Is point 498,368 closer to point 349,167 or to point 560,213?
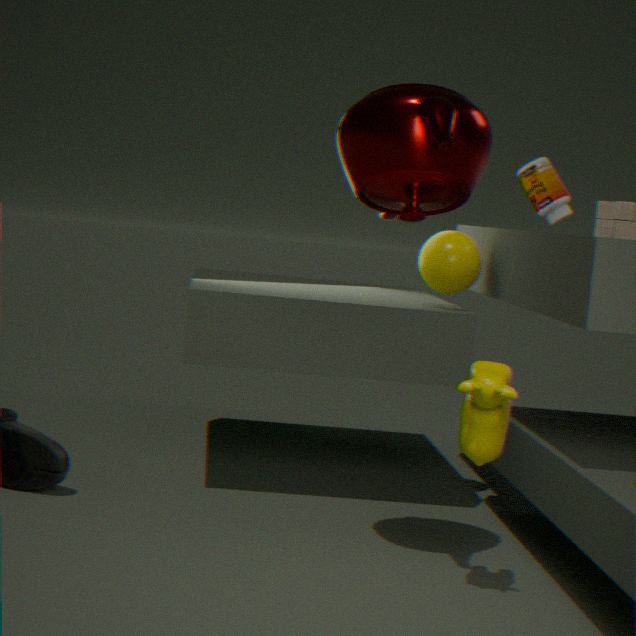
point 349,167
